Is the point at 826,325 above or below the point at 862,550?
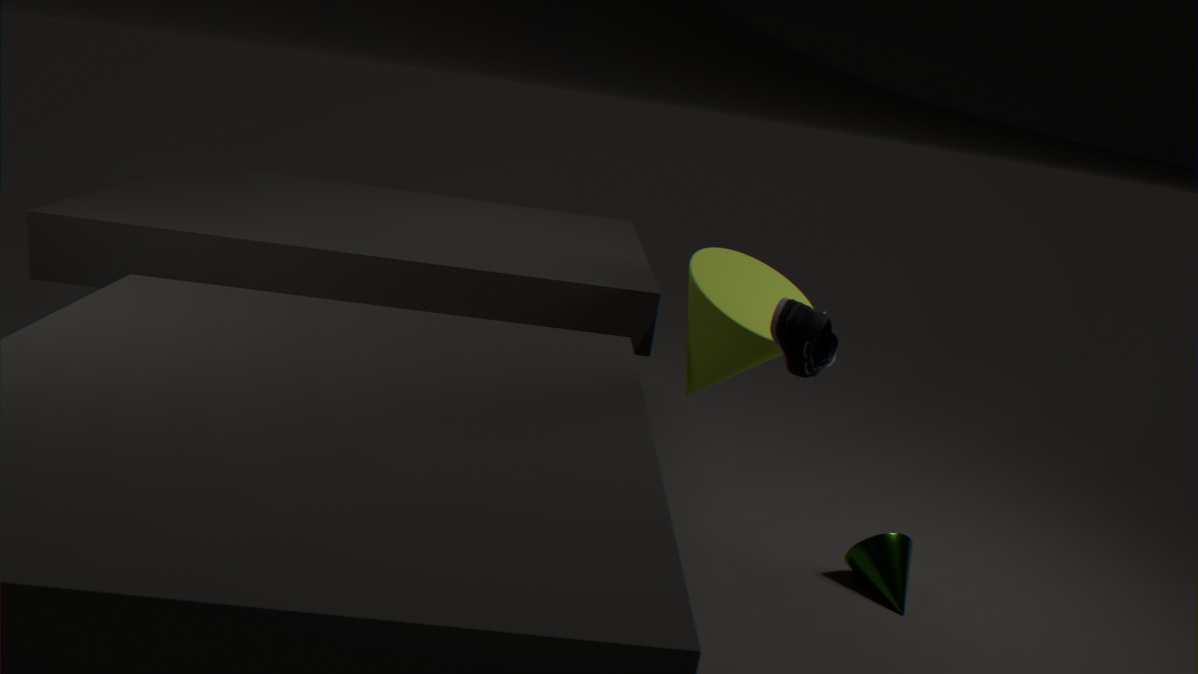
above
